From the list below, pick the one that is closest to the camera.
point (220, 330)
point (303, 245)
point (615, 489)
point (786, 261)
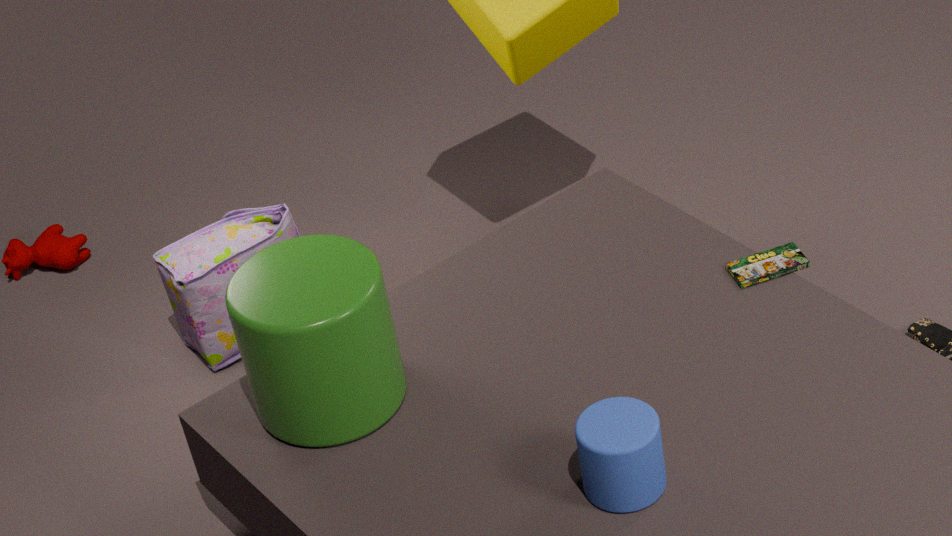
point (615, 489)
